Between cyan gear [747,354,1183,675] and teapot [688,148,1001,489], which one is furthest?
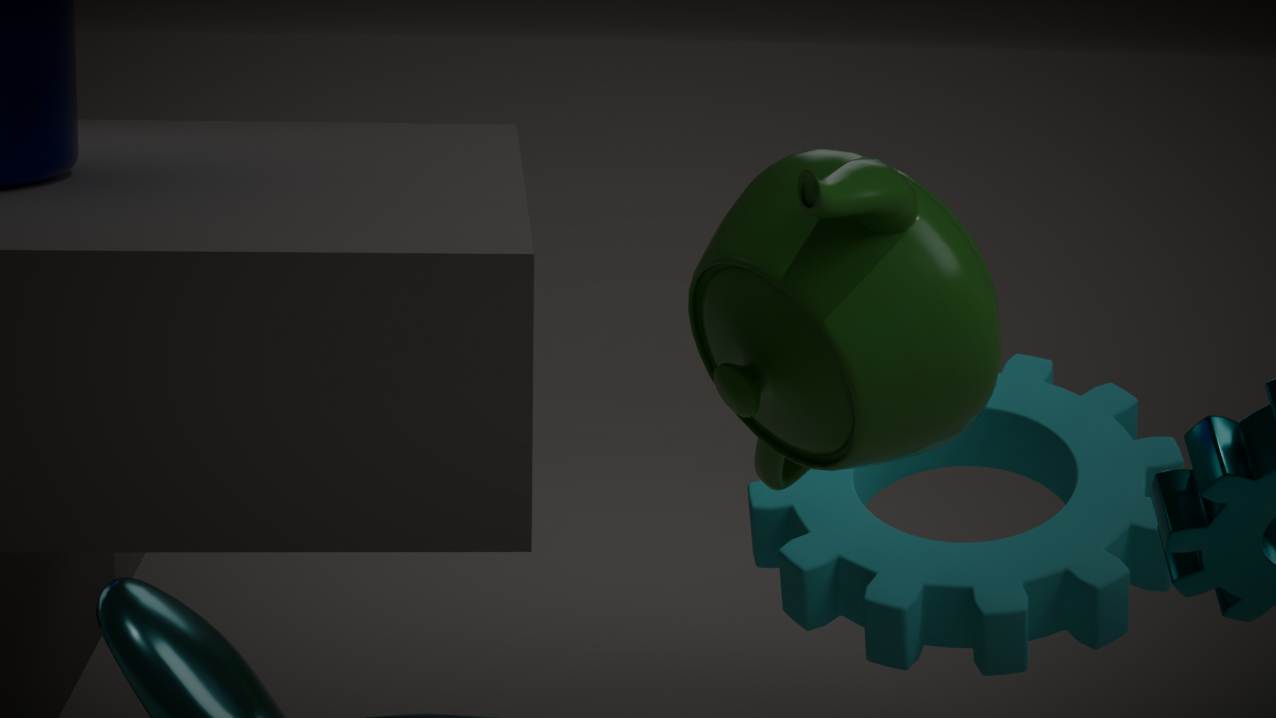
cyan gear [747,354,1183,675]
